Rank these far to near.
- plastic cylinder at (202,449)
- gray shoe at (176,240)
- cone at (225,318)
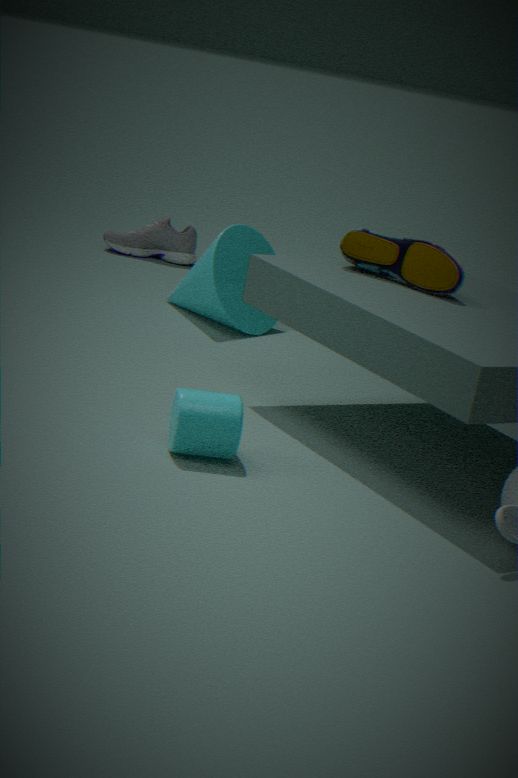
gray shoe at (176,240), cone at (225,318), plastic cylinder at (202,449)
